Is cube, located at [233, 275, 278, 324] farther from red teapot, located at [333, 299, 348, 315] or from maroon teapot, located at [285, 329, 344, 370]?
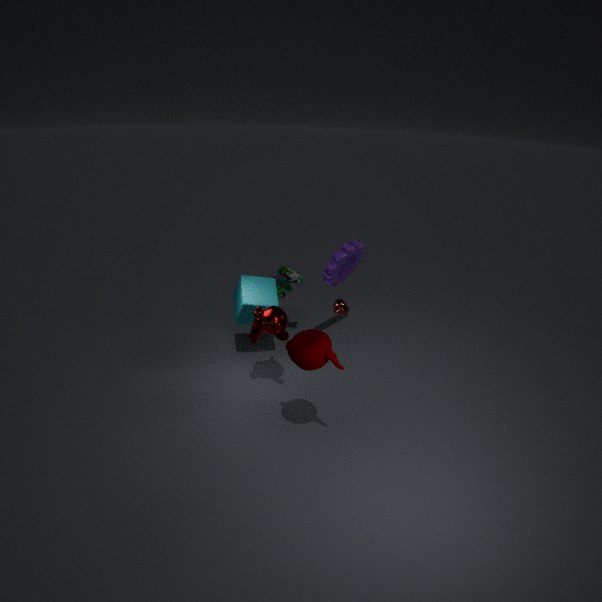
maroon teapot, located at [285, 329, 344, 370]
